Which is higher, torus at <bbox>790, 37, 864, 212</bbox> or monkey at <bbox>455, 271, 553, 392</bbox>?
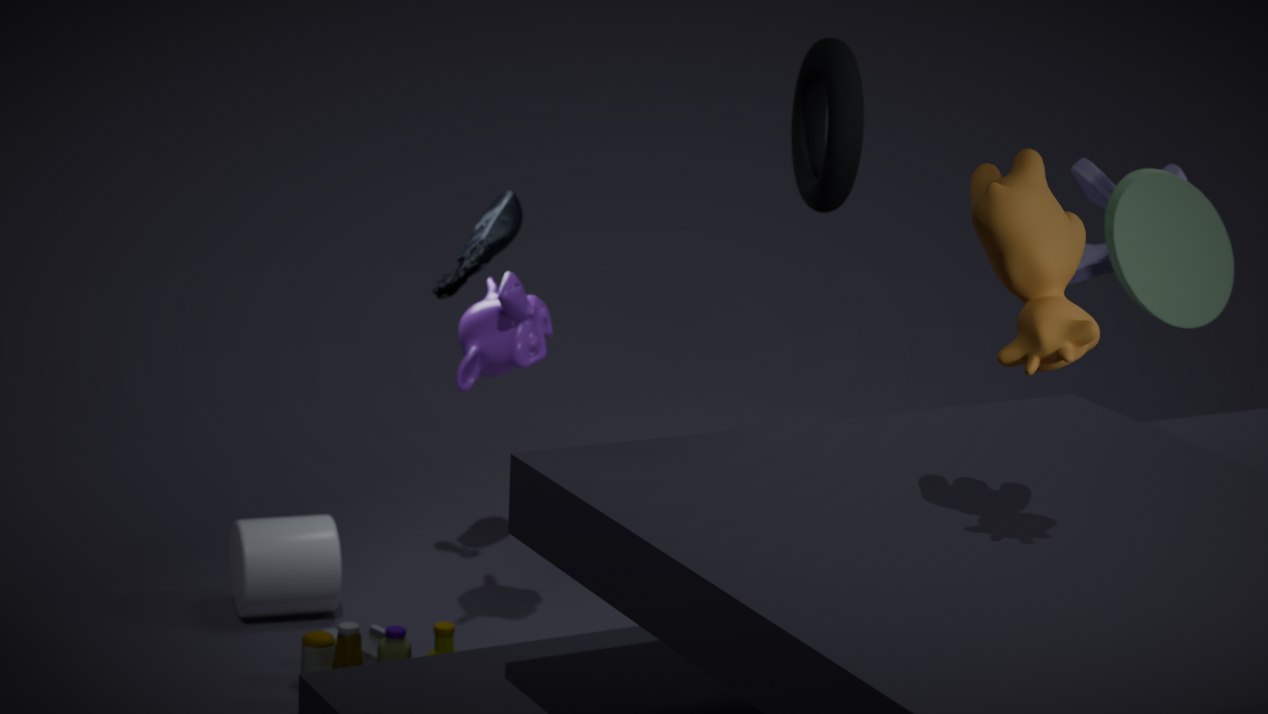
torus at <bbox>790, 37, 864, 212</bbox>
